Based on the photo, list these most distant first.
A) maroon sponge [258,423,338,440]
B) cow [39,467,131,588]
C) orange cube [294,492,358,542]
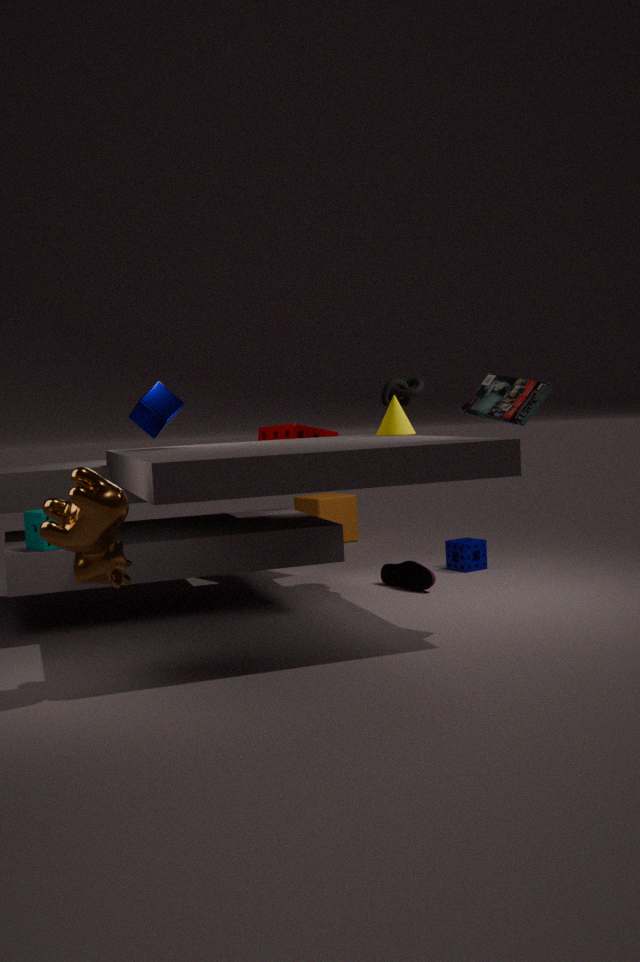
orange cube [294,492,358,542] < maroon sponge [258,423,338,440] < cow [39,467,131,588]
